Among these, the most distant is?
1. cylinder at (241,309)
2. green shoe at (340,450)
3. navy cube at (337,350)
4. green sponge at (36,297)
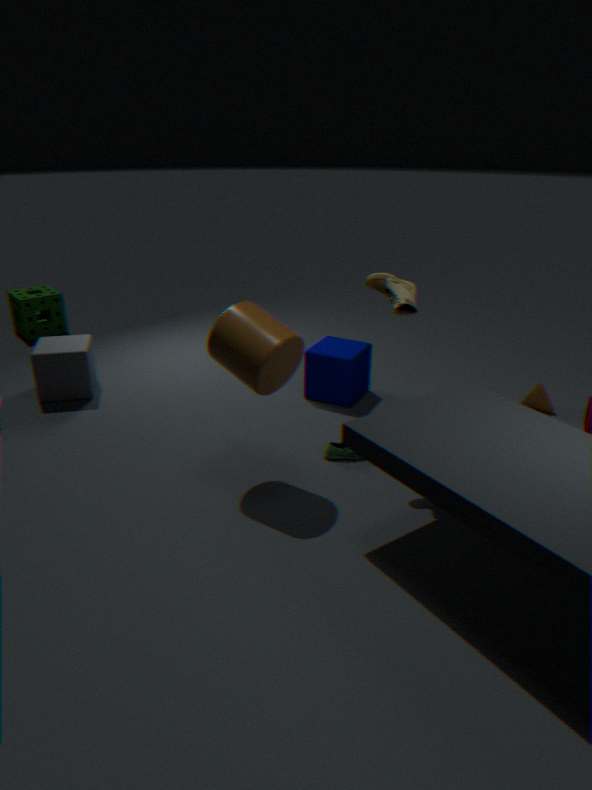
green sponge at (36,297)
